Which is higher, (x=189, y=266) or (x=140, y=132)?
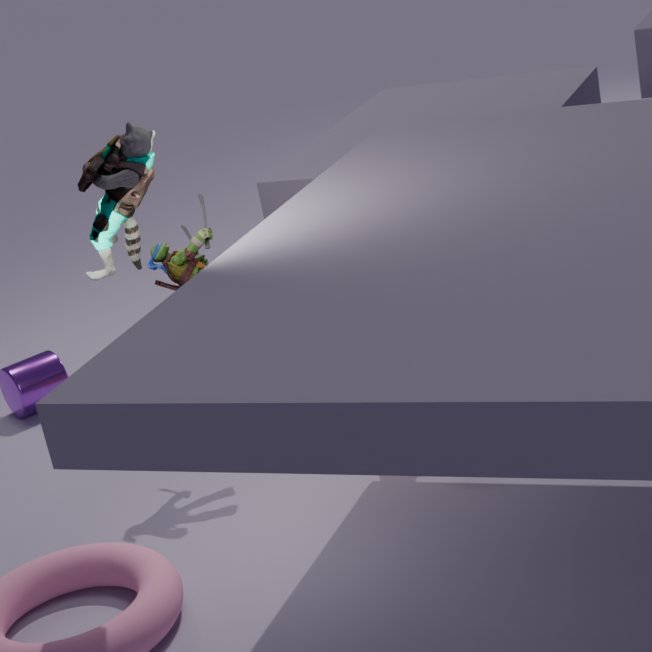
(x=140, y=132)
